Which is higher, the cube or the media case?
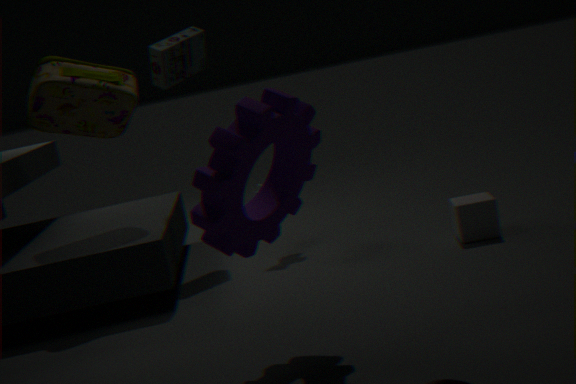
the media case
